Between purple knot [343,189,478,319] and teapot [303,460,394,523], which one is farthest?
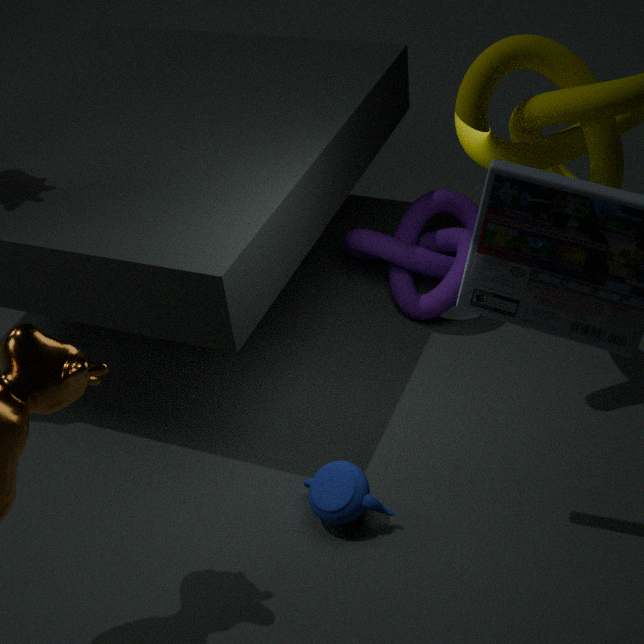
purple knot [343,189,478,319]
